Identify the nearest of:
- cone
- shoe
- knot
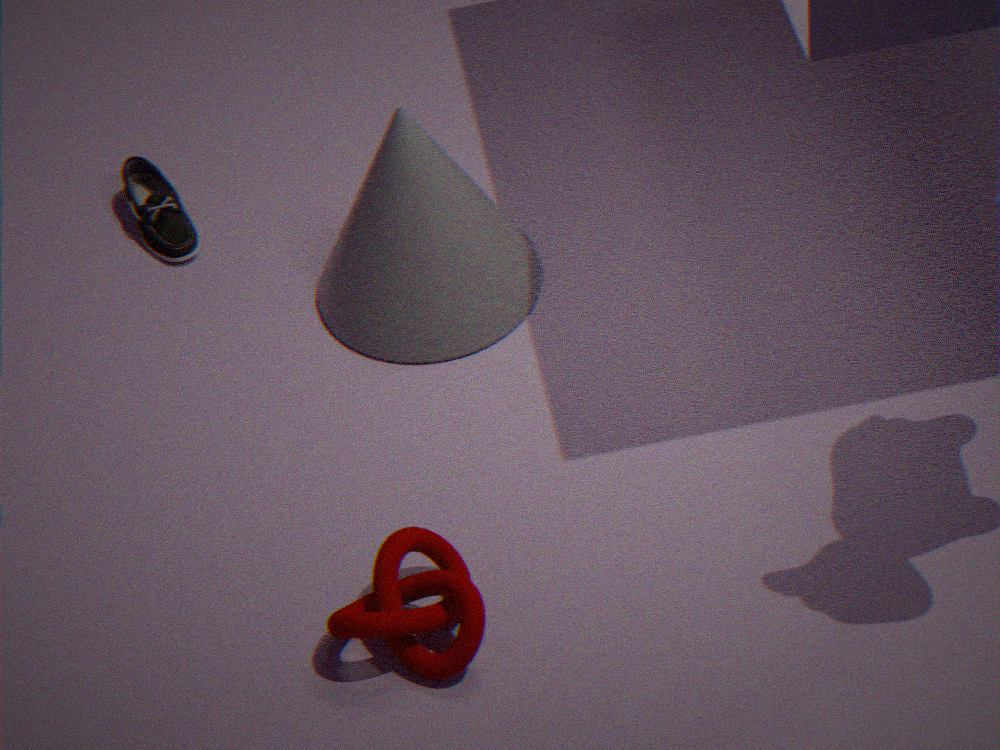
knot
